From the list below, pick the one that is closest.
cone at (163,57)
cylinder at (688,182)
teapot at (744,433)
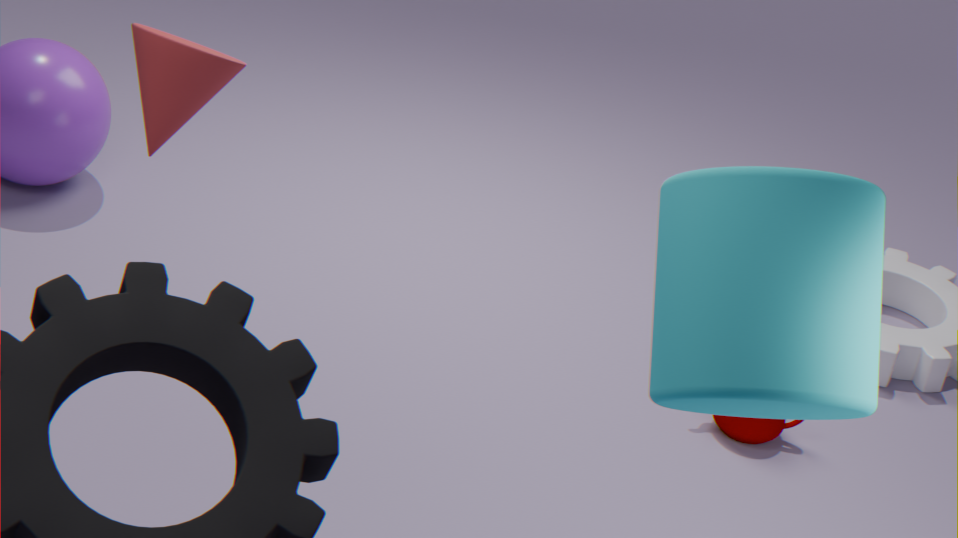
cylinder at (688,182)
